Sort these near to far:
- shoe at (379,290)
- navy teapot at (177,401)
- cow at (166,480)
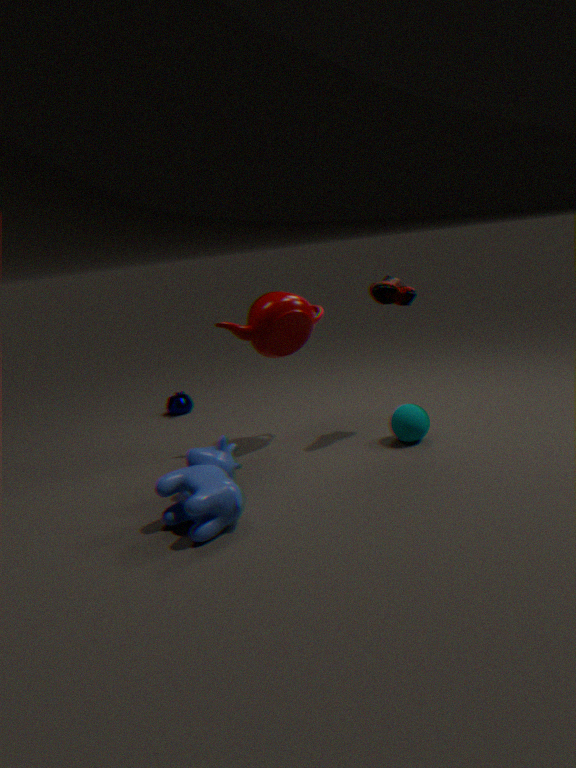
1. cow at (166,480)
2. shoe at (379,290)
3. navy teapot at (177,401)
